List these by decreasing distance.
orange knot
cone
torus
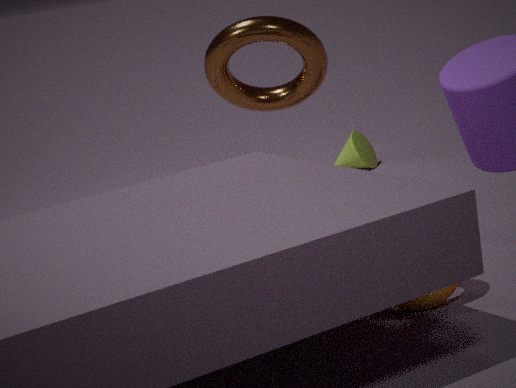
cone → torus → orange knot
